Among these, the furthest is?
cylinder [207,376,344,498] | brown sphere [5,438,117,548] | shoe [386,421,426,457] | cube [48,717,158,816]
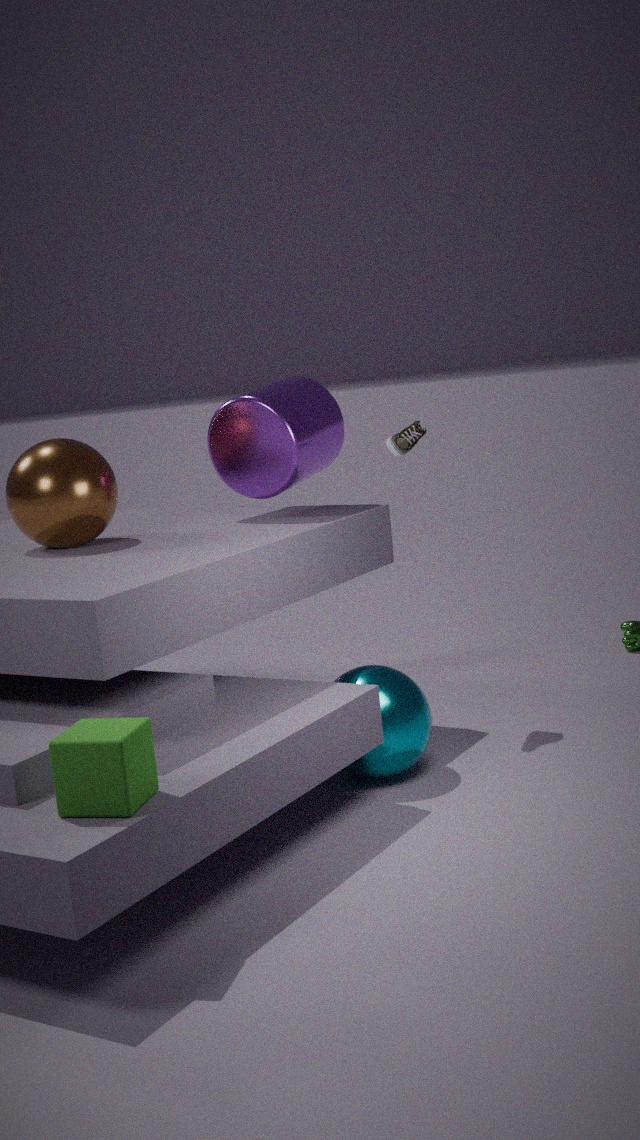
shoe [386,421,426,457]
